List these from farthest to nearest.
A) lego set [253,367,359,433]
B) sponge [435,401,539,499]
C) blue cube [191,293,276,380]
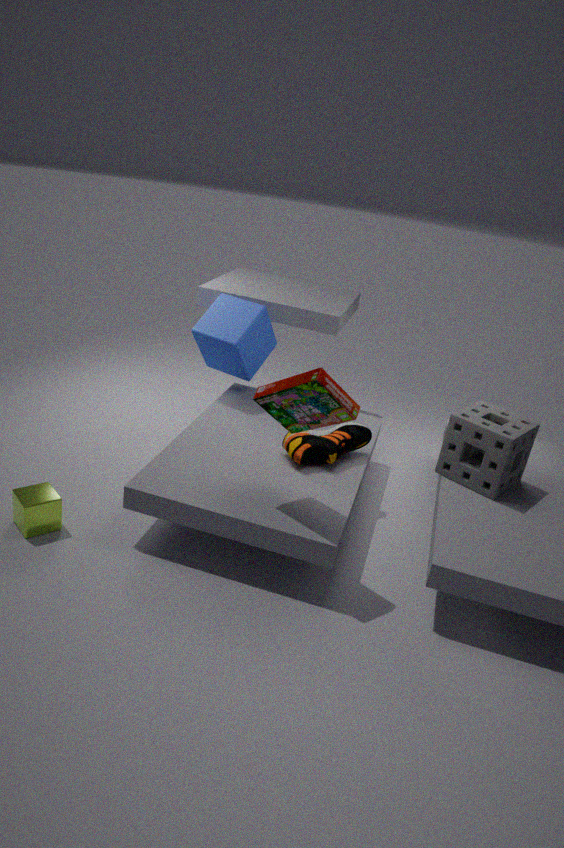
blue cube [191,293,276,380]
sponge [435,401,539,499]
lego set [253,367,359,433]
